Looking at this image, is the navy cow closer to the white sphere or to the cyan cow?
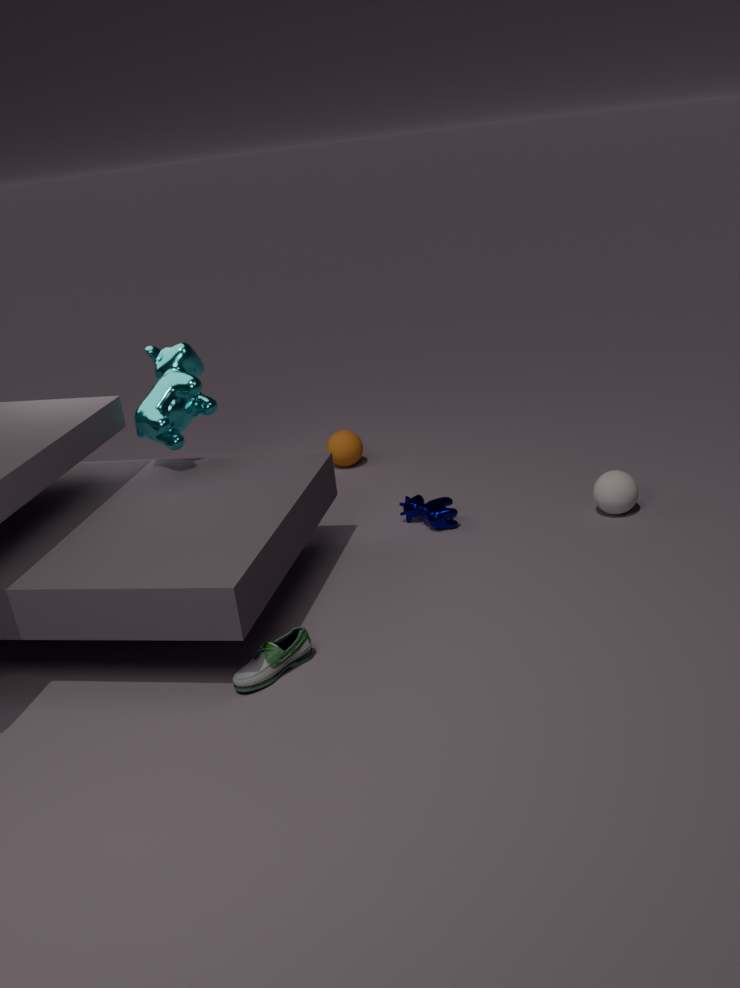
the white sphere
